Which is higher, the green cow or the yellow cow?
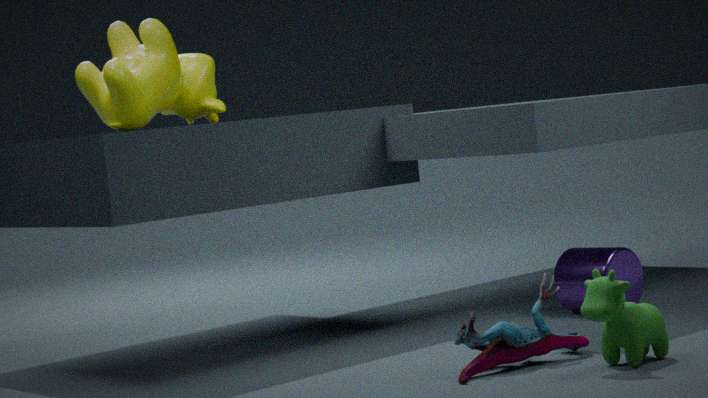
the yellow cow
